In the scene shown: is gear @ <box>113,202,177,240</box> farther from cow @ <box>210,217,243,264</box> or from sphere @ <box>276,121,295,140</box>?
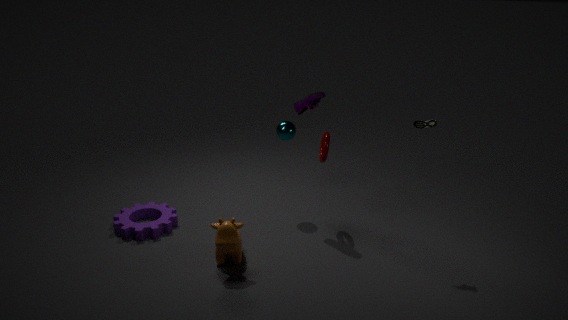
sphere @ <box>276,121,295,140</box>
